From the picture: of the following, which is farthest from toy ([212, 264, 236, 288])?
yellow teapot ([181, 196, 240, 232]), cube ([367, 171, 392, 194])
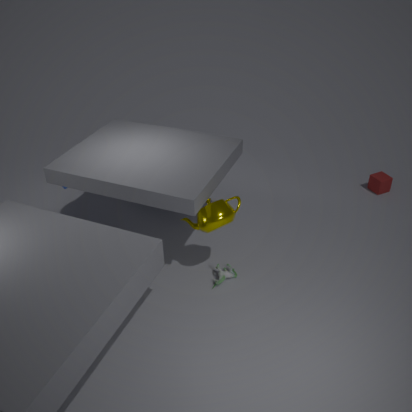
cube ([367, 171, 392, 194])
